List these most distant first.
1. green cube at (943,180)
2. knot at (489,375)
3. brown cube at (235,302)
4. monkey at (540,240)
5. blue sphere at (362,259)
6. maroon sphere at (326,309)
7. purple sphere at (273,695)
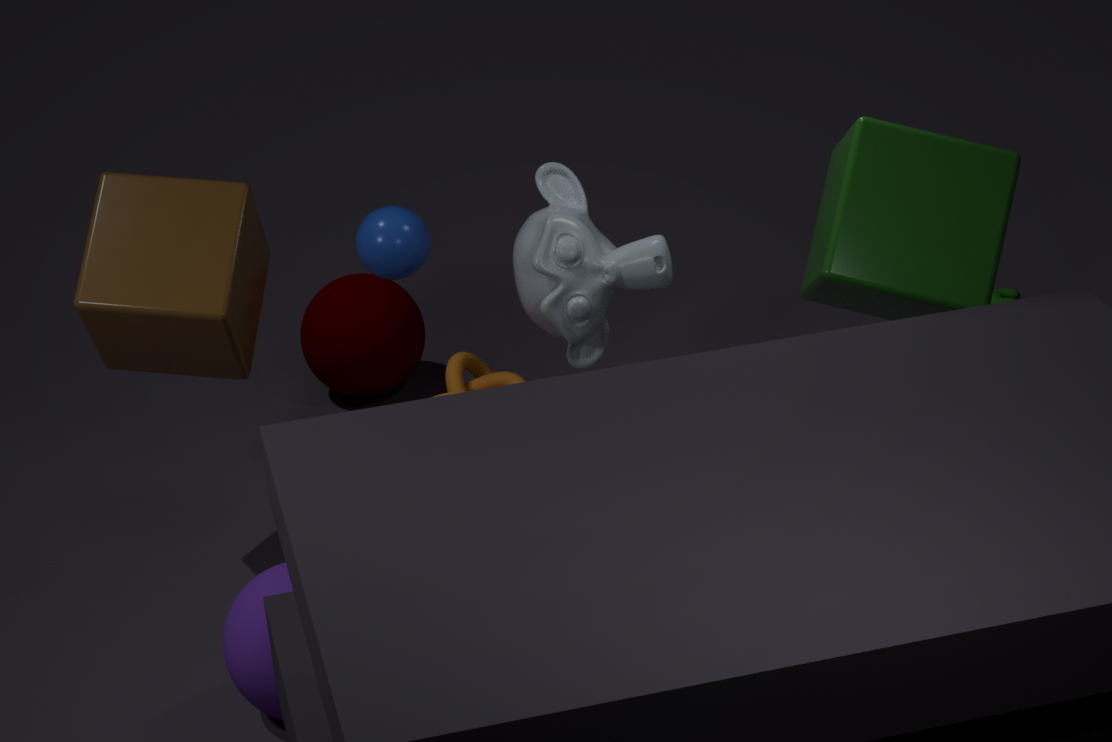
maroon sphere at (326,309) < blue sphere at (362,259) < knot at (489,375) < monkey at (540,240) < brown cube at (235,302) < purple sphere at (273,695) < green cube at (943,180)
